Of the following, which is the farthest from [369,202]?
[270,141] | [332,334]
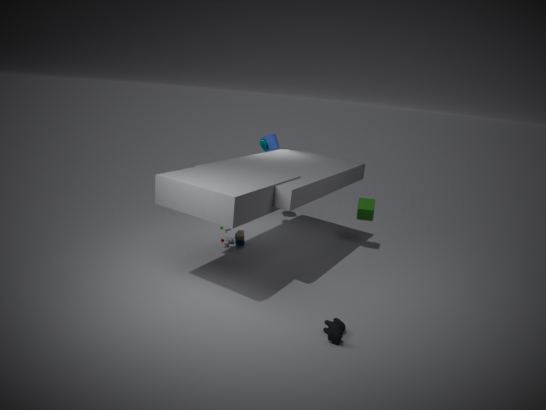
[332,334]
